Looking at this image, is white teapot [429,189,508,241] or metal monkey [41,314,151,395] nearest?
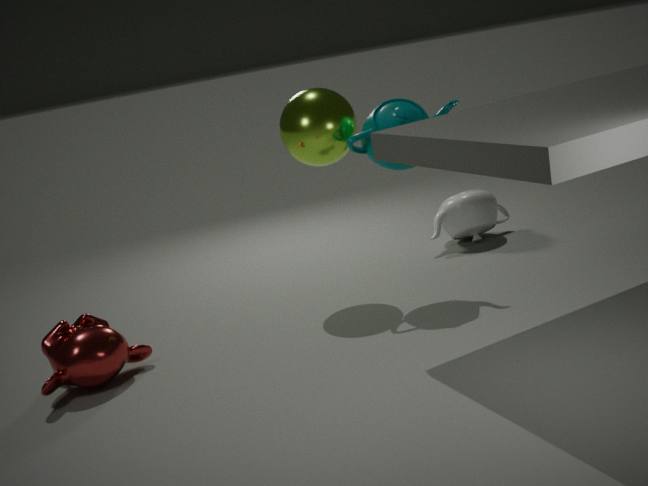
metal monkey [41,314,151,395]
